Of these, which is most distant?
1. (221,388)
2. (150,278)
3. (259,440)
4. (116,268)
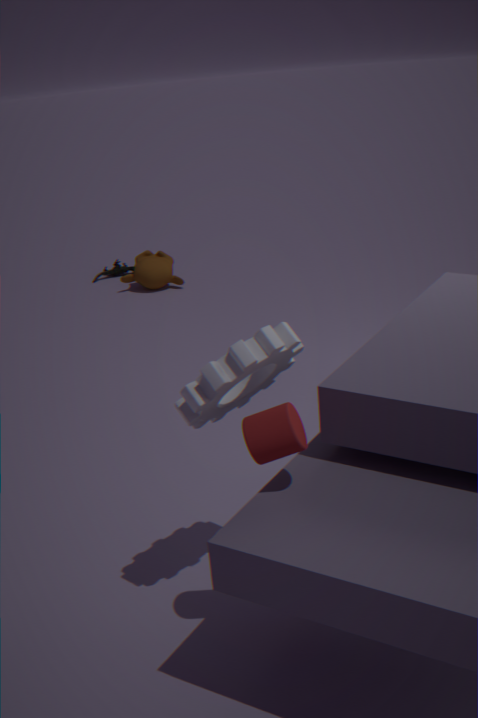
(116,268)
